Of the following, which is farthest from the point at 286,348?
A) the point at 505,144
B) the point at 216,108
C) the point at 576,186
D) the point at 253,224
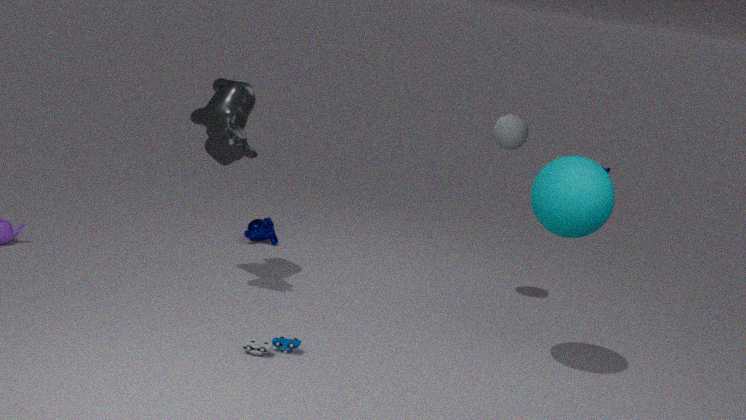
the point at 505,144
